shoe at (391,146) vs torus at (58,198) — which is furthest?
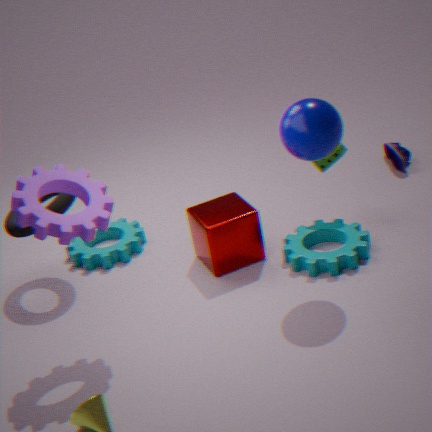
shoe at (391,146)
